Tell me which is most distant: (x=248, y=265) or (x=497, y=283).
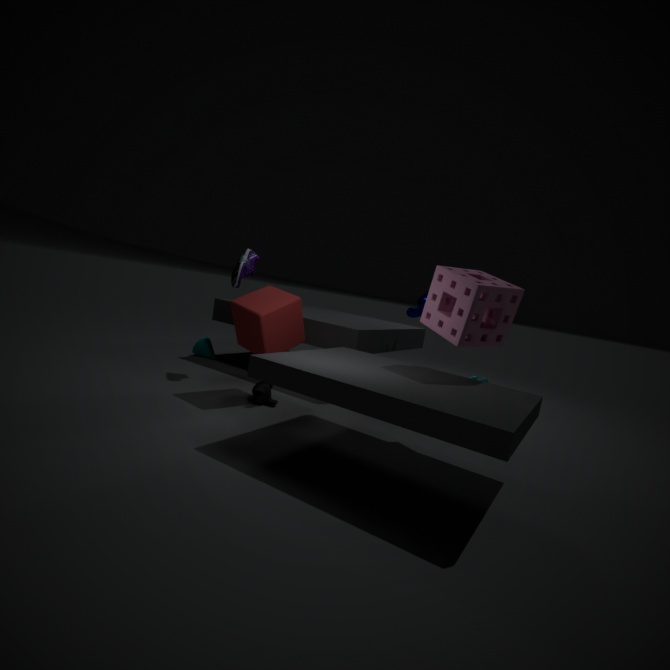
(x=248, y=265)
